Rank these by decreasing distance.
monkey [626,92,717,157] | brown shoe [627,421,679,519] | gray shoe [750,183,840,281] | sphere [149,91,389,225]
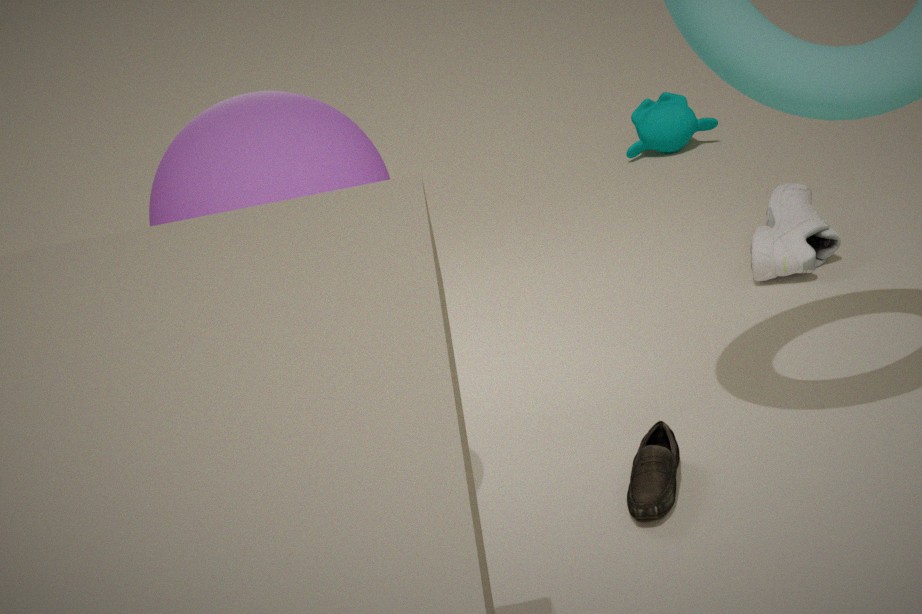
monkey [626,92,717,157] < gray shoe [750,183,840,281] < brown shoe [627,421,679,519] < sphere [149,91,389,225]
